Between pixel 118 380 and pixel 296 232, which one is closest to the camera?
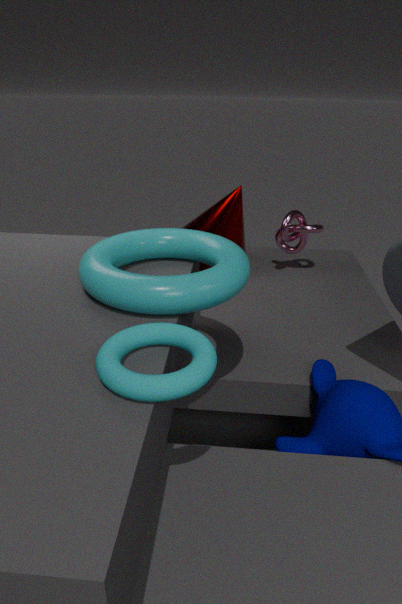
pixel 118 380
